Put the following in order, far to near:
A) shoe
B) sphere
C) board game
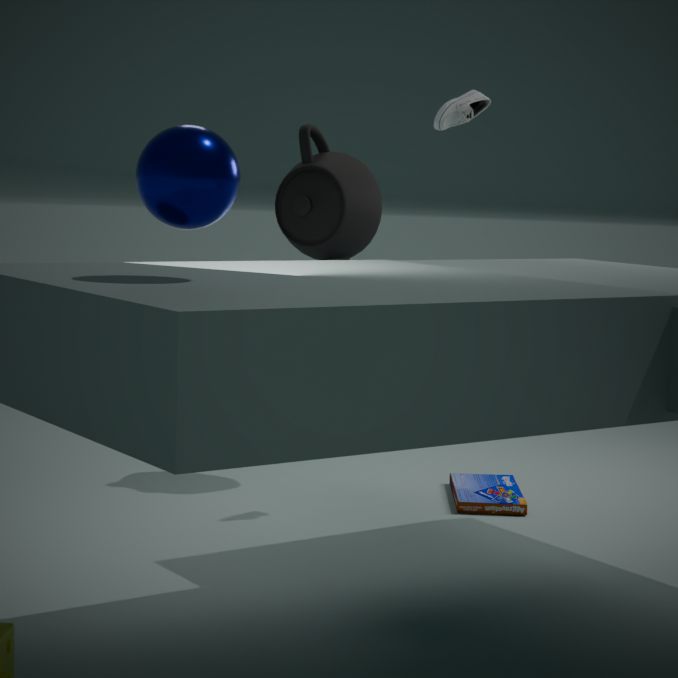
board game → shoe → sphere
